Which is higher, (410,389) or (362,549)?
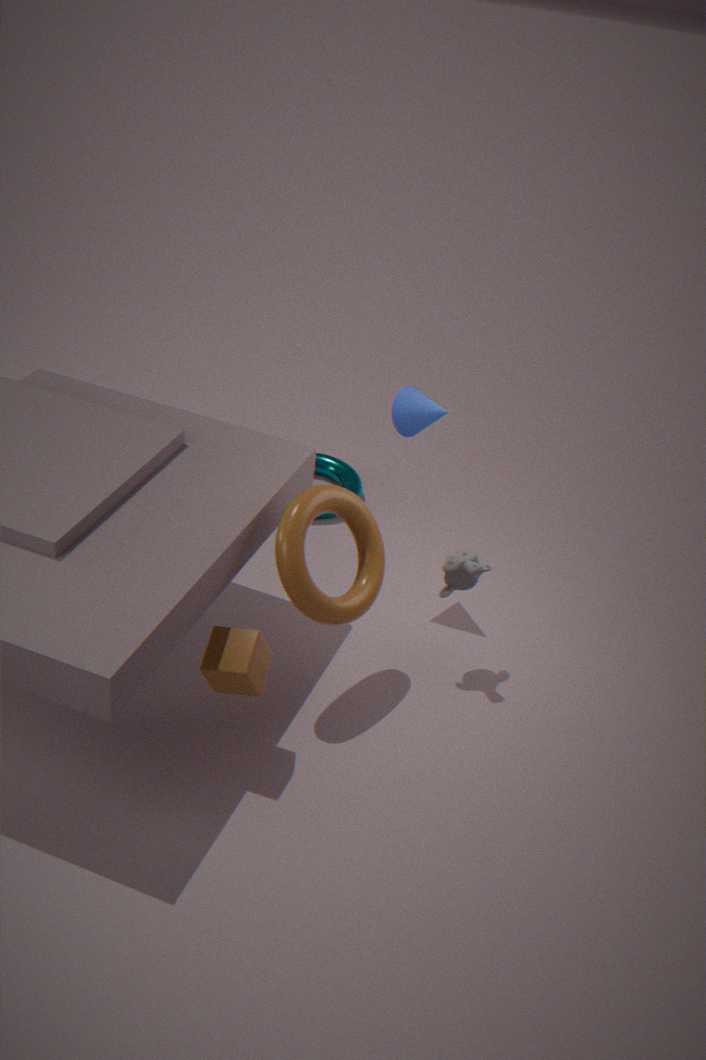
(410,389)
